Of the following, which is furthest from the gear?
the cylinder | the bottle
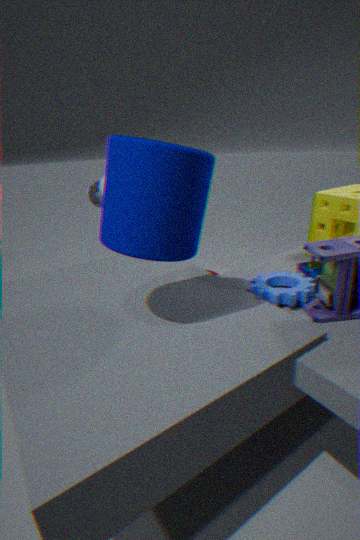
the bottle
